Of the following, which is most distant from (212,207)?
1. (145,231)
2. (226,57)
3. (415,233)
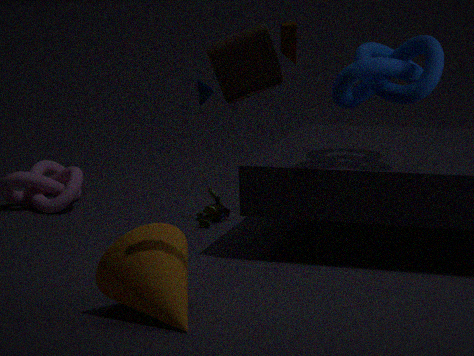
(226,57)
